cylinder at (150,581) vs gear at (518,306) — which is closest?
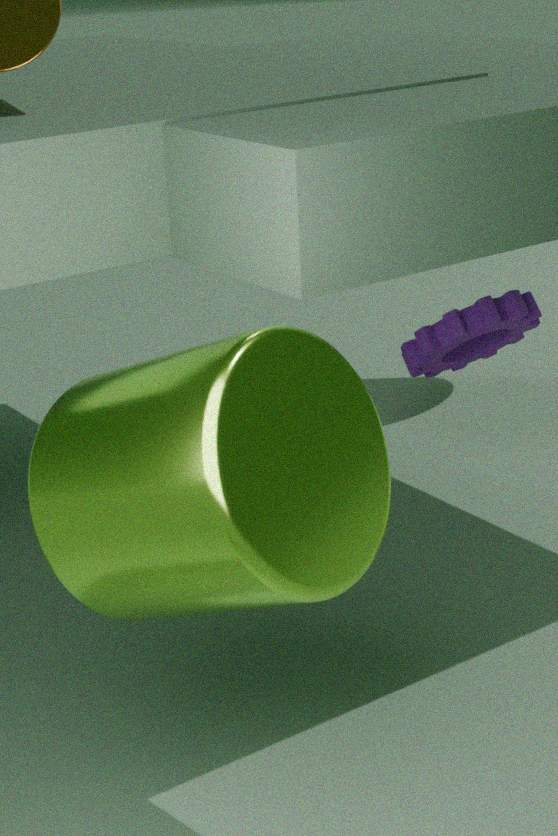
cylinder at (150,581)
